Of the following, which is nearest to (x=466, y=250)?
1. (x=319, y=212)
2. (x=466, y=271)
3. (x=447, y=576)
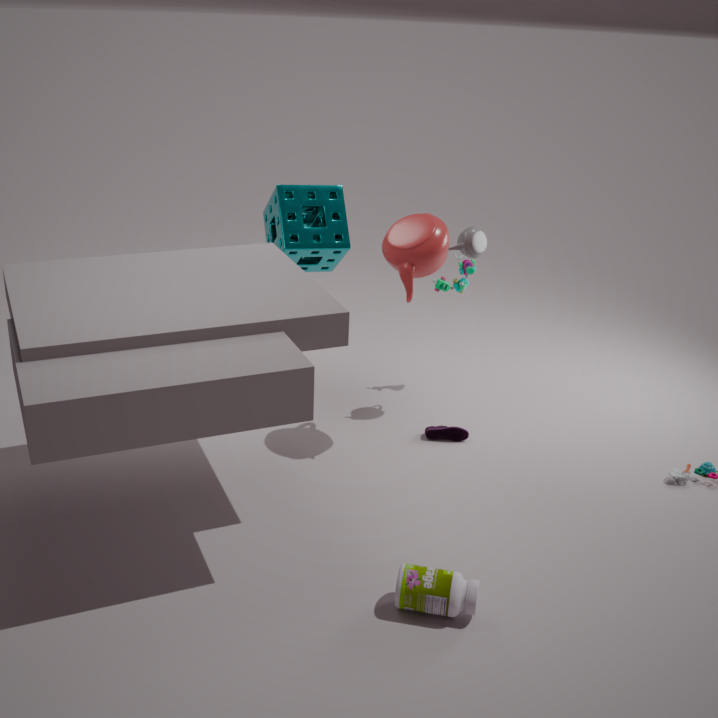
(x=466, y=271)
